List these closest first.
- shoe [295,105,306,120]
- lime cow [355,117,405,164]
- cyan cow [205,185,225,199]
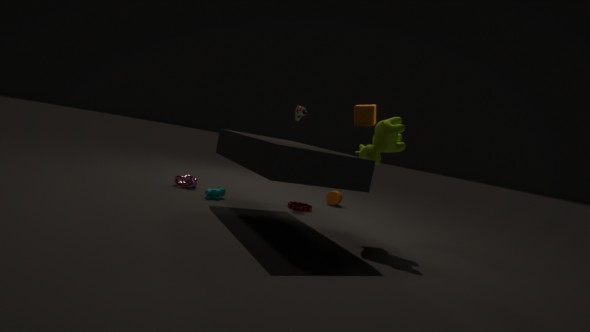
lime cow [355,117,405,164] → cyan cow [205,185,225,199] → shoe [295,105,306,120]
